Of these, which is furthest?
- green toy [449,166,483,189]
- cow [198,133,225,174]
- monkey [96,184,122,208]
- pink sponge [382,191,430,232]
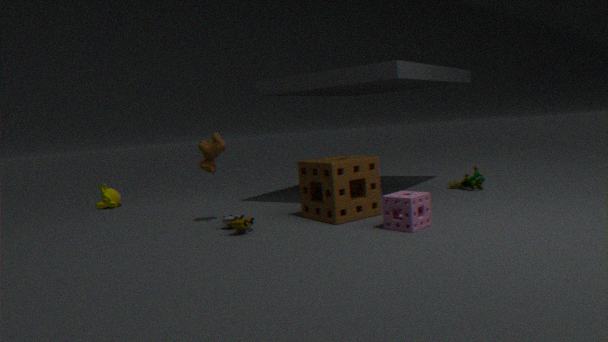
monkey [96,184,122,208]
